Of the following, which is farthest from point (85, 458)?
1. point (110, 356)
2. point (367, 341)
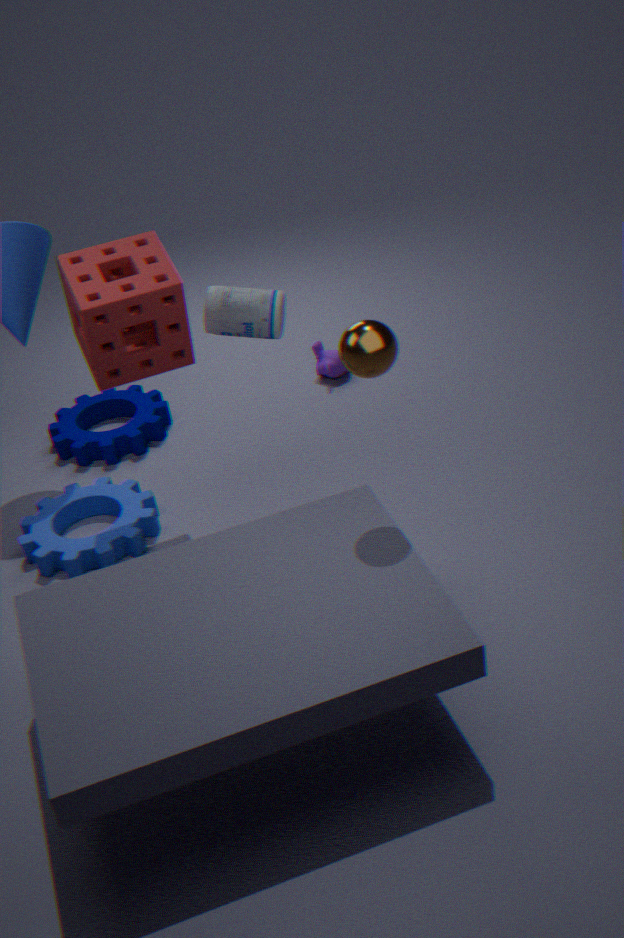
point (367, 341)
